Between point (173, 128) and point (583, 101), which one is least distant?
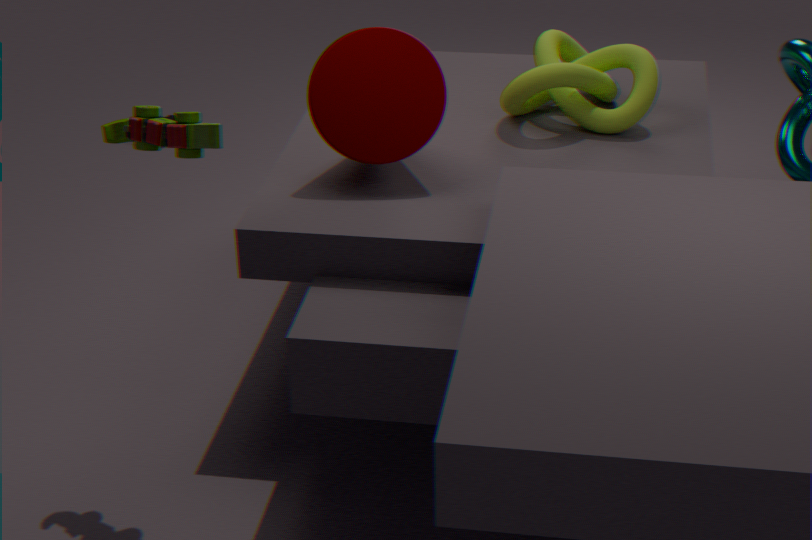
point (173, 128)
